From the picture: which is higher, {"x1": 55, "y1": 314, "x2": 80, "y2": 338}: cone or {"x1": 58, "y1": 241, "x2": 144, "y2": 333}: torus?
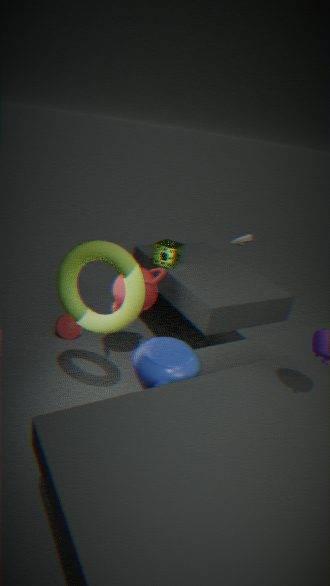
{"x1": 58, "y1": 241, "x2": 144, "y2": 333}: torus
